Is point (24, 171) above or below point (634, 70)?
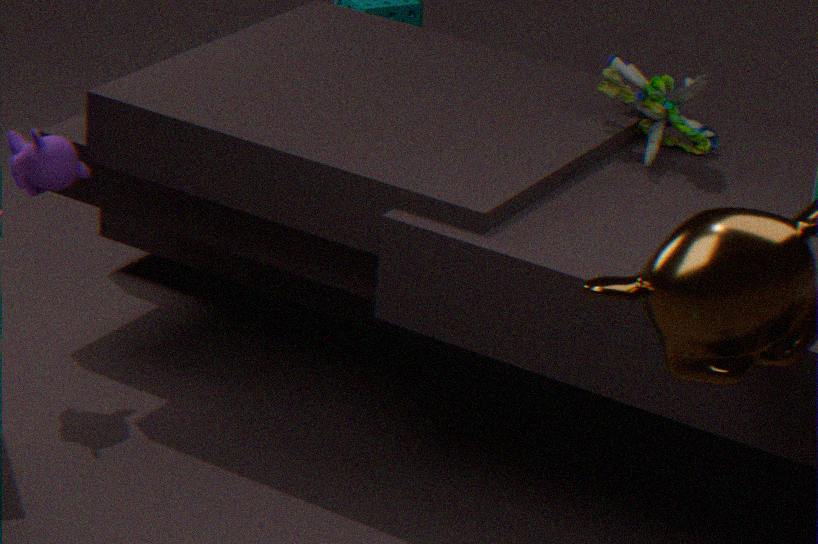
below
